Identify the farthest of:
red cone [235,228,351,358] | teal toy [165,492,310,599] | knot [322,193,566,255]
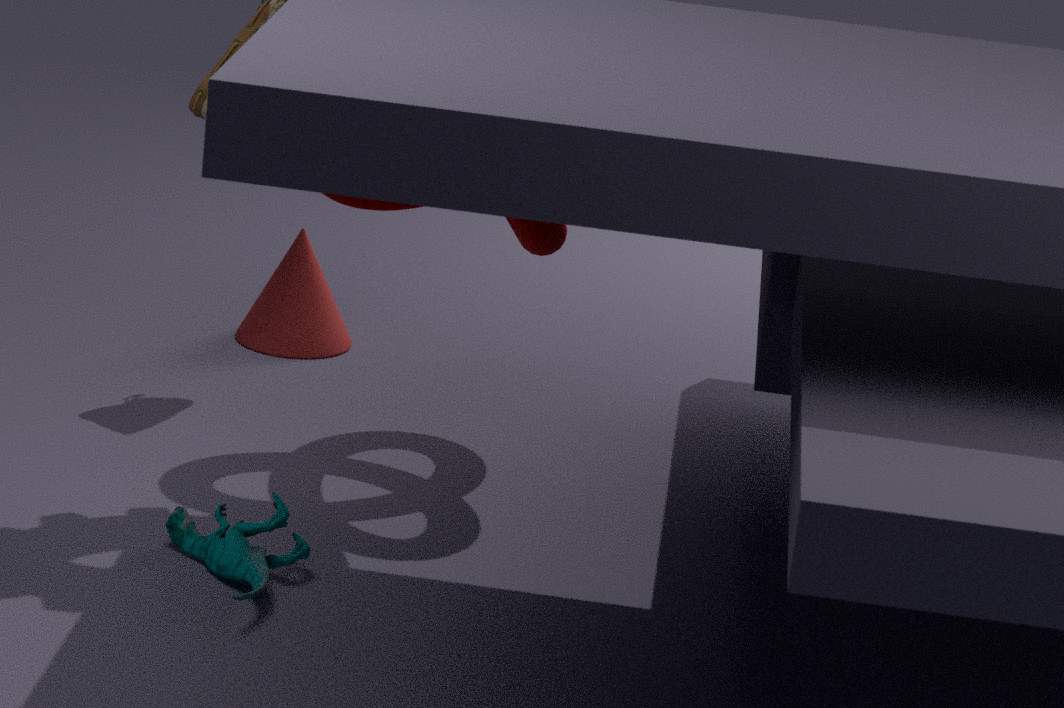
red cone [235,228,351,358]
